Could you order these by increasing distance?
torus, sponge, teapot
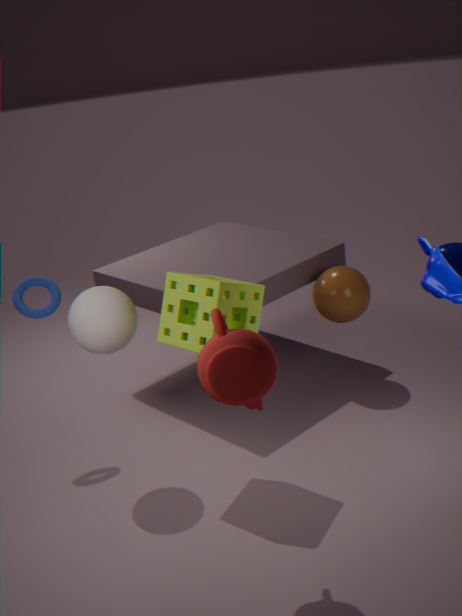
teapot, sponge, torus
